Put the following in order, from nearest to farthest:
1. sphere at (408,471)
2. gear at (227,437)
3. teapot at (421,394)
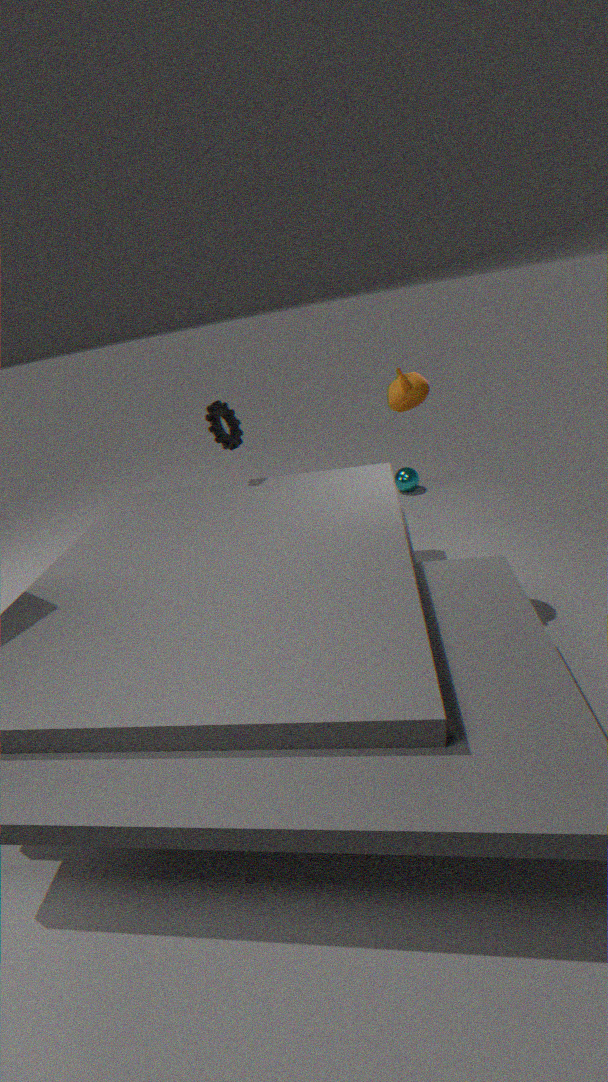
teapot at (421,394), gear at (227,437), sphere at (408,471)
